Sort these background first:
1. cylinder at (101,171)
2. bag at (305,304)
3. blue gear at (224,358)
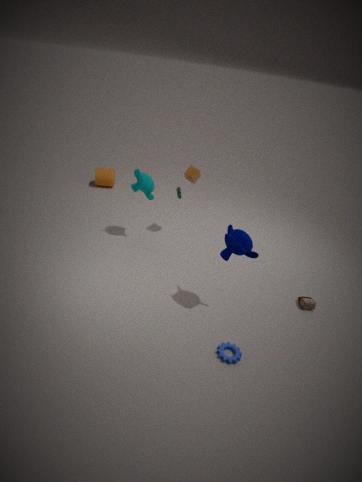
1. cylinder at (101,171)
2. bag at (305,304)
3. blue gear at (224,358)
